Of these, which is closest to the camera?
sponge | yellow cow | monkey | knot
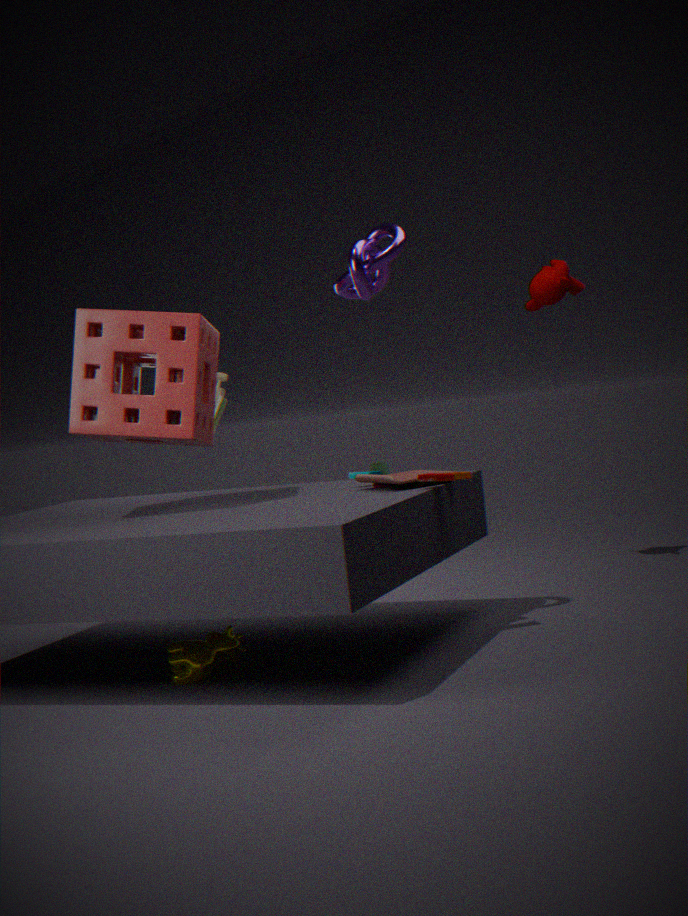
yellow cow
